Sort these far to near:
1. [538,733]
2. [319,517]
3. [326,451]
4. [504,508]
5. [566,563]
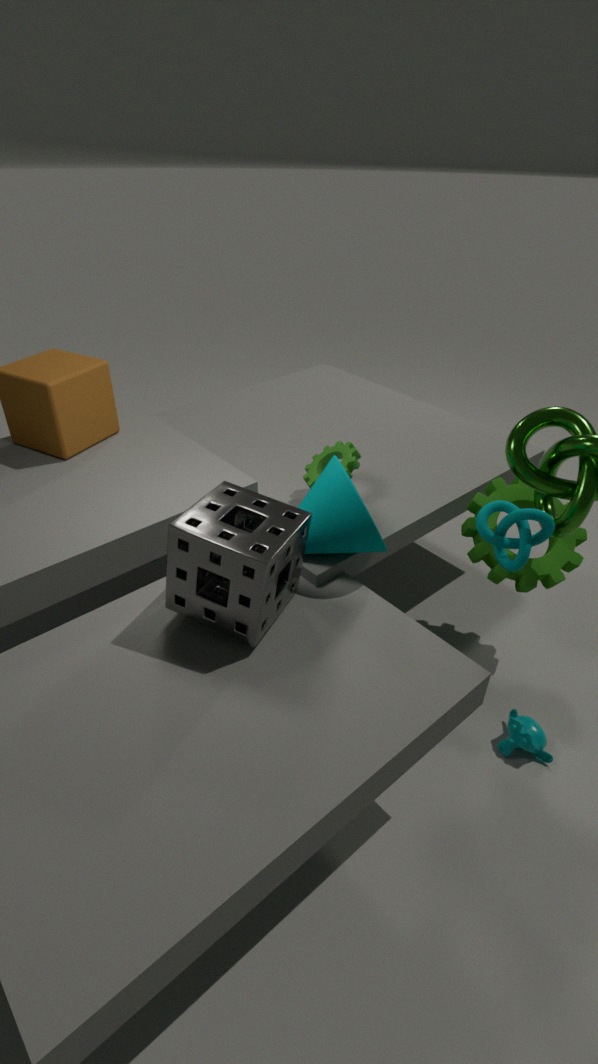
[326,451] < [566,563] < [538,733] < [319,517] < [504,508]
